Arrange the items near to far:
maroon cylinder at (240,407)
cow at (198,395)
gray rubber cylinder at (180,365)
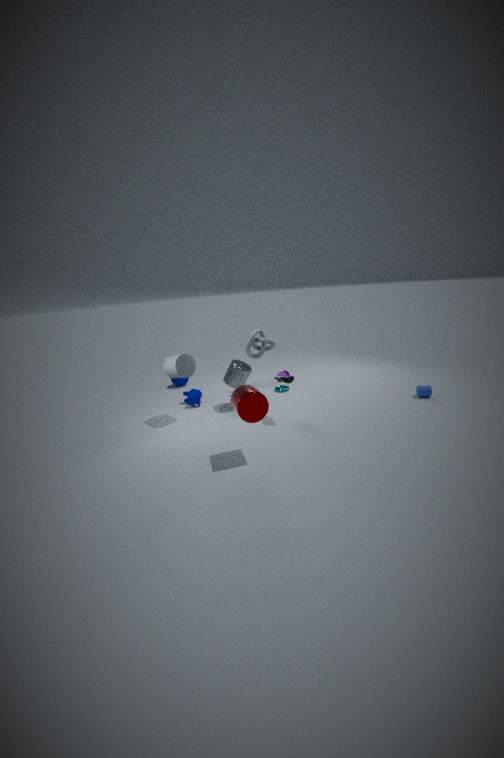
maroon cylinder at (240,407), gray rubber cylinder at (180,365), cow at (198,395)
